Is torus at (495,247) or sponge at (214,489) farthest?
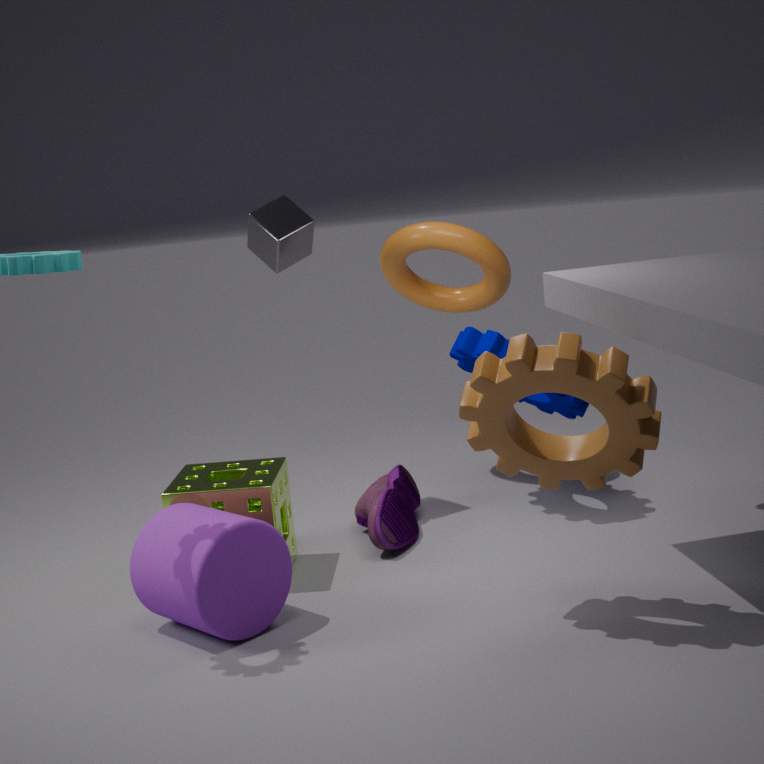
torus at (495,247)
